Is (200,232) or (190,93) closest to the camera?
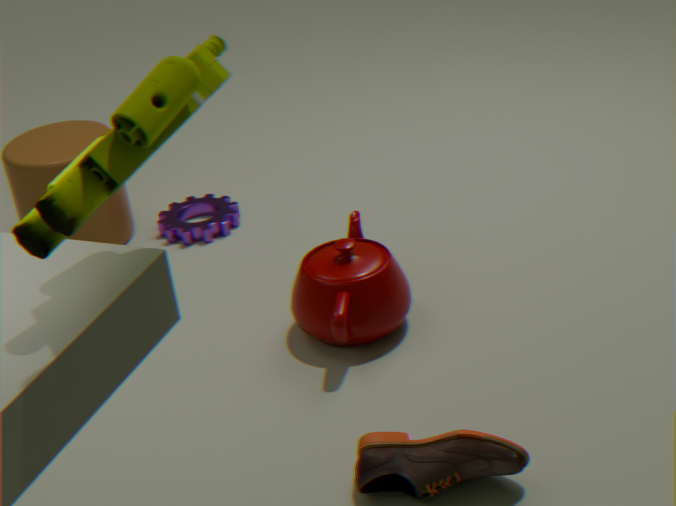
(190,93)
